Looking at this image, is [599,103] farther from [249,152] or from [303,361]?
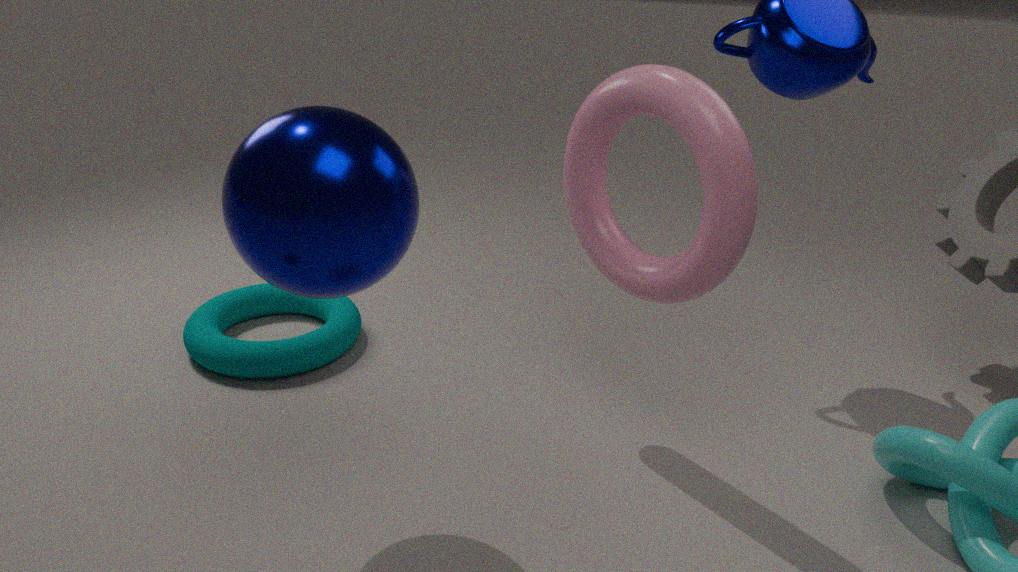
[303,361]
